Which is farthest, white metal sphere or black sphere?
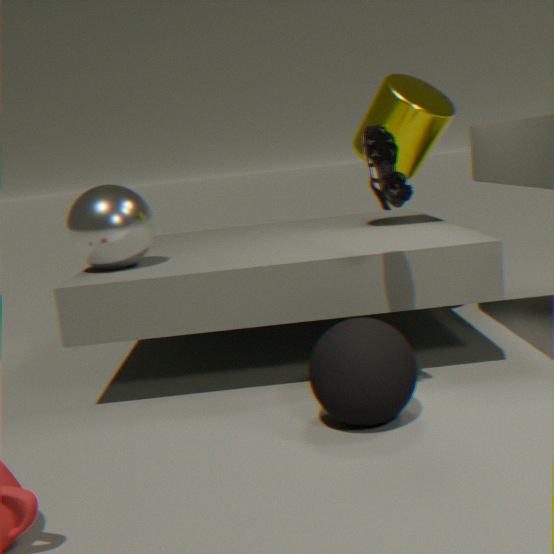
white metal sphere
